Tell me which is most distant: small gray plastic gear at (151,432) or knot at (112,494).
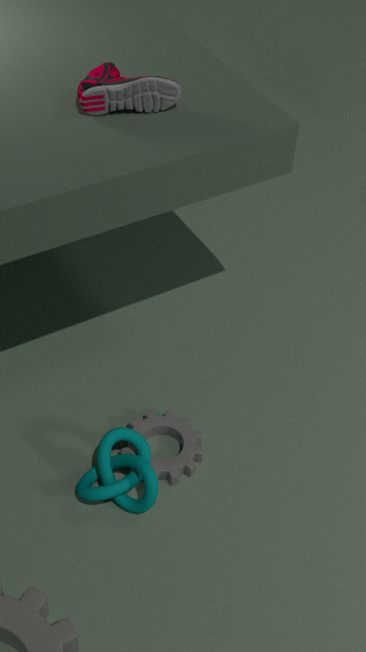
small gray plastic gear at (151,432)
